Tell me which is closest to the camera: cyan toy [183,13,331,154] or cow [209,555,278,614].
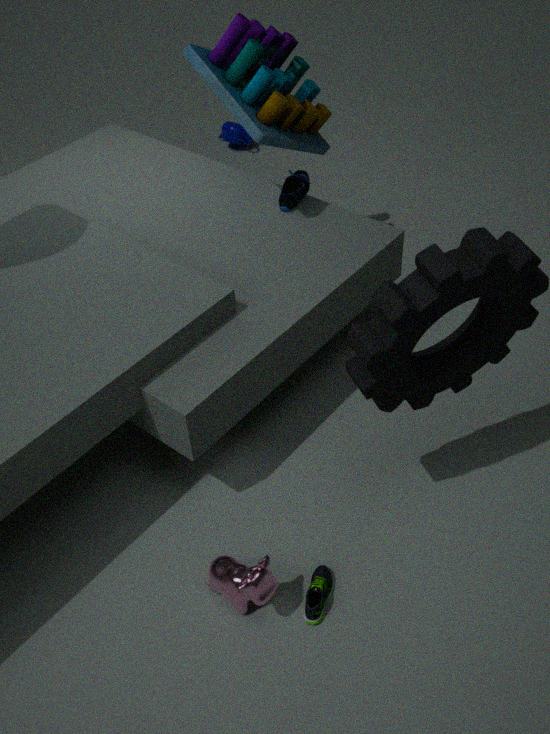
cow [209,555,278,614]
